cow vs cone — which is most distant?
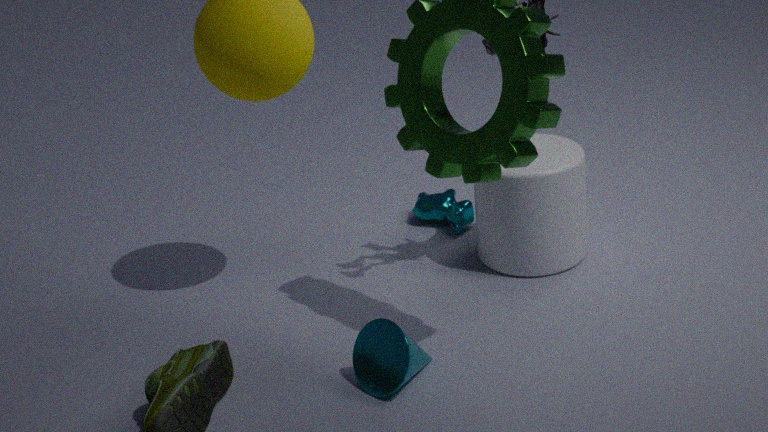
cow
